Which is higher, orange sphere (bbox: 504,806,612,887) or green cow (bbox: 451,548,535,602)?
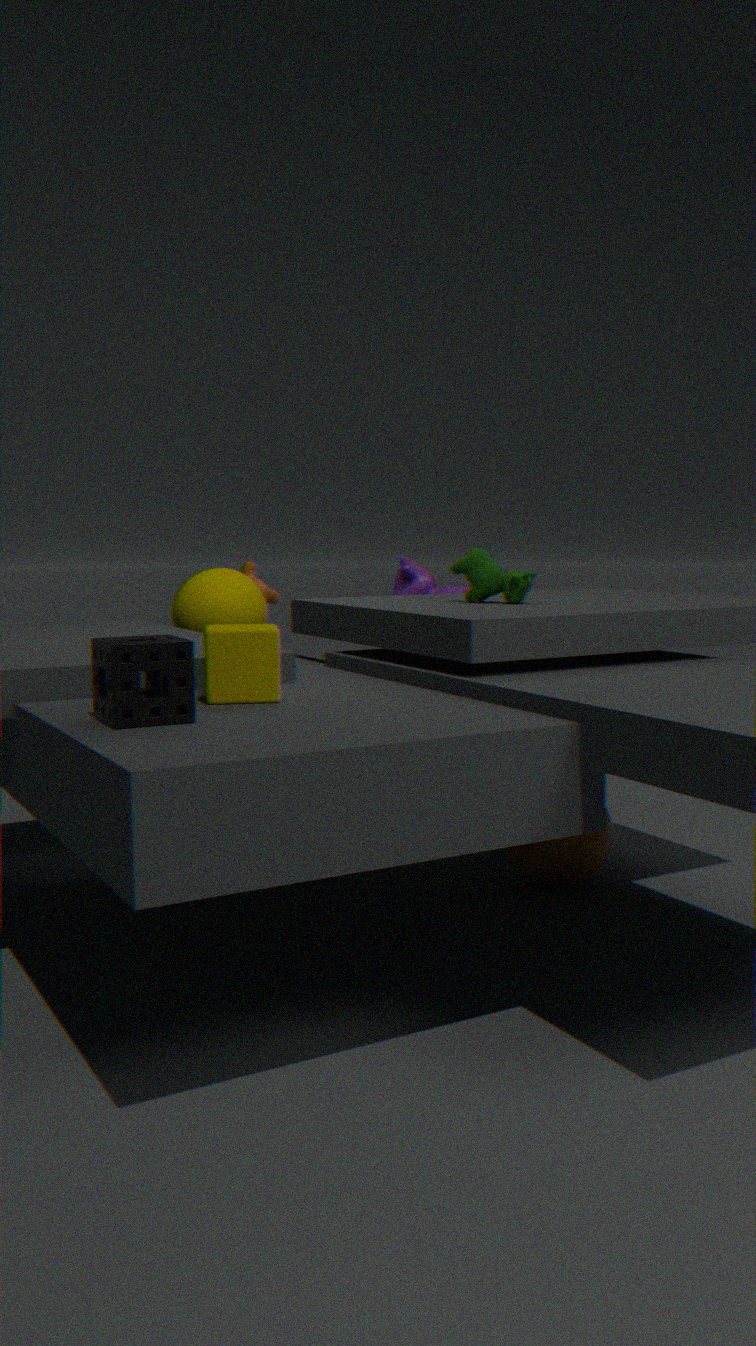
green cow (bbox: 451,548,535,602)
